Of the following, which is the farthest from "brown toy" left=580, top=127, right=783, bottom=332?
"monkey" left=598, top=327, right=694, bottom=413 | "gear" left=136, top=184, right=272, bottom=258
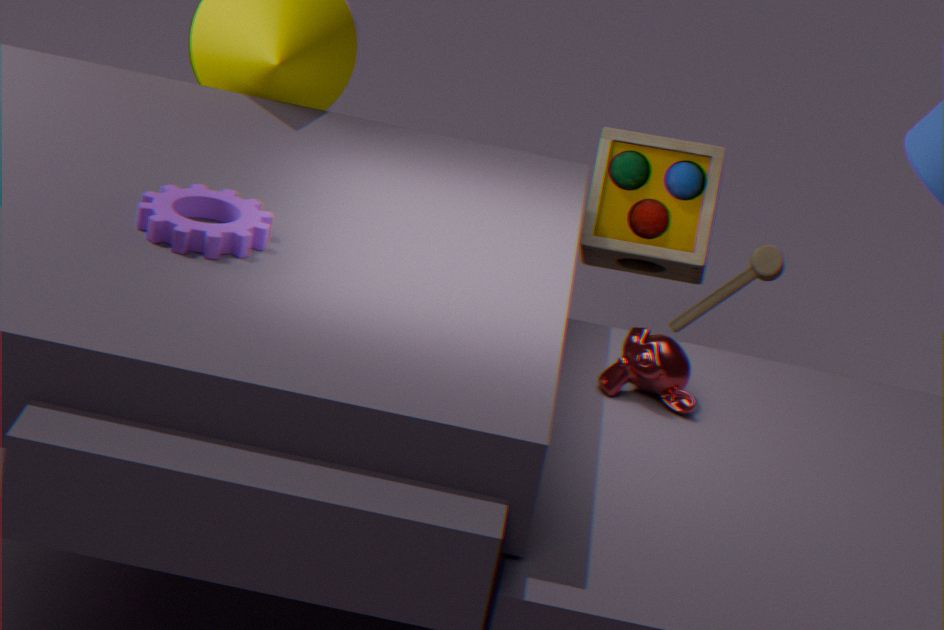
"gear" left=136, top=184, right=272, bottom=258
